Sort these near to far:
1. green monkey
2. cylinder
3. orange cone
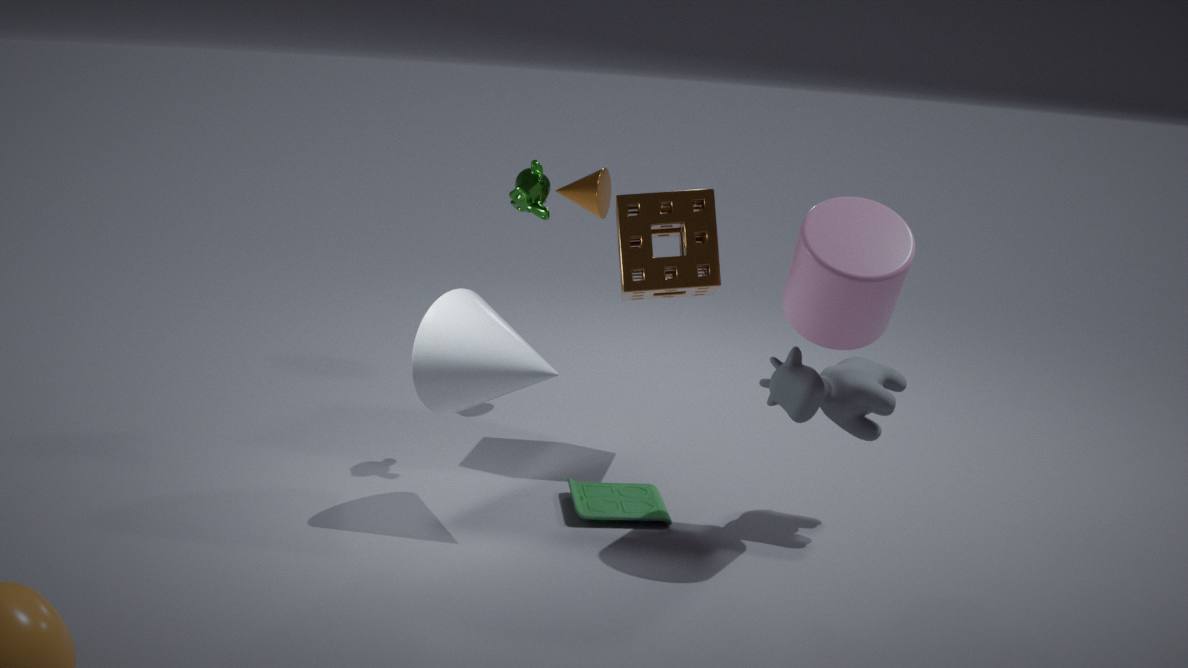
cylinder
green monkey
orange cone
